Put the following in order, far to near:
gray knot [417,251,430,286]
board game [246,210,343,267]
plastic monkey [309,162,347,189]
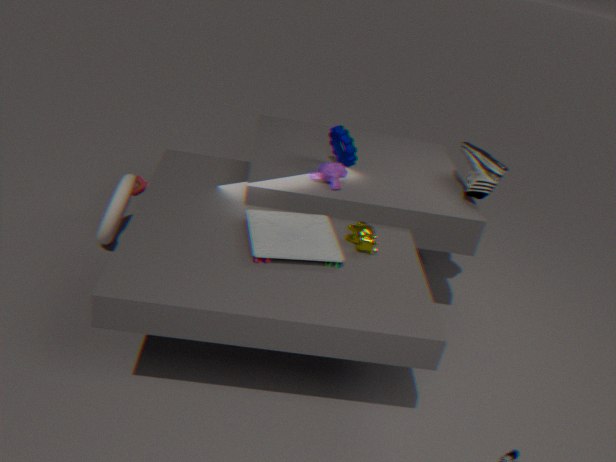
gray knot [417,251,430,286]
plastic monkey [309,162,347,189]
board game [246,210,343,267]
